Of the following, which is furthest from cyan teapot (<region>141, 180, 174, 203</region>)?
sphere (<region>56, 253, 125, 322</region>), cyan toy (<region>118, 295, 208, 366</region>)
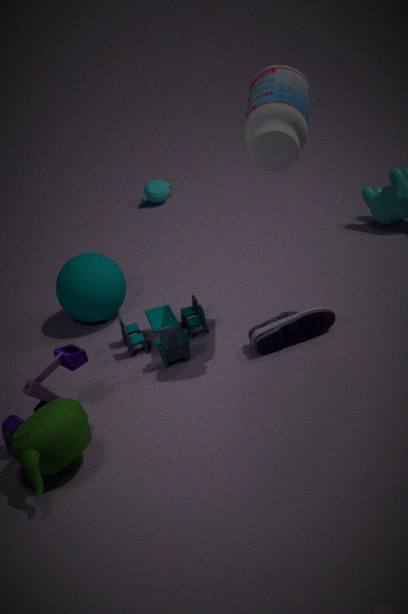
cyan toy (<region>118, 295, 208, 366</region>)
